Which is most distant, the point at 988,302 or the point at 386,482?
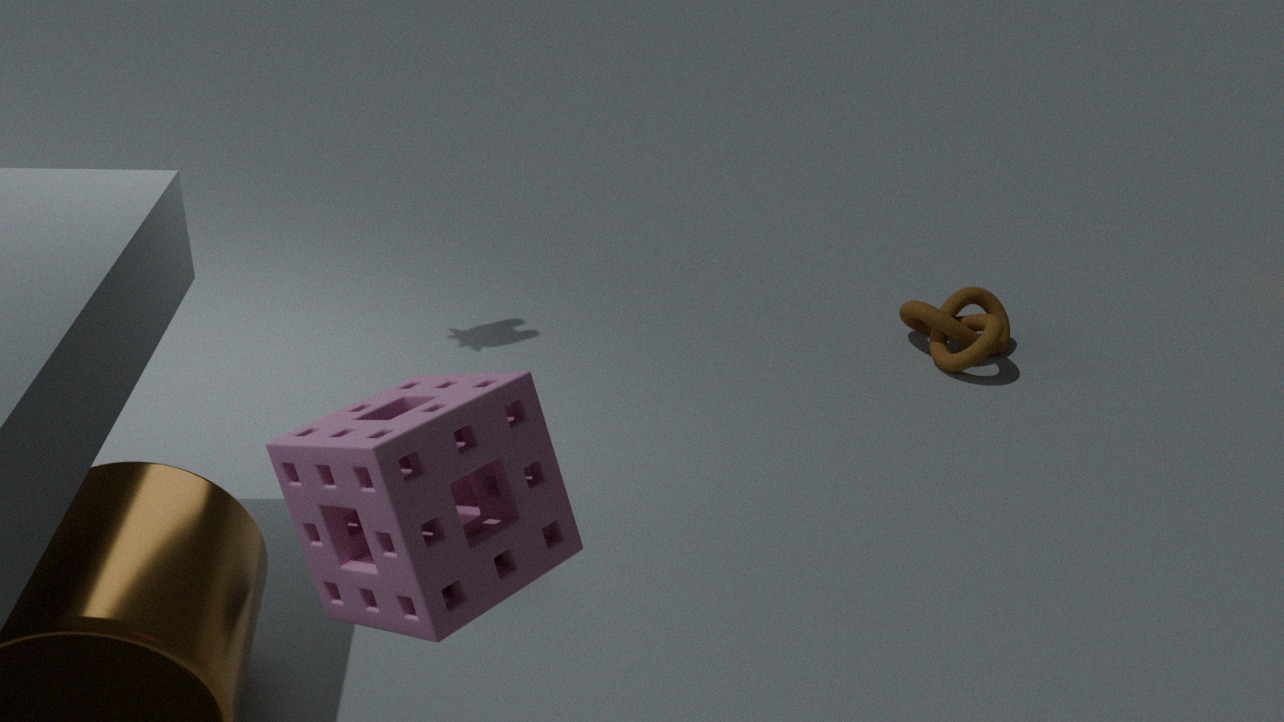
the point at 988,302
